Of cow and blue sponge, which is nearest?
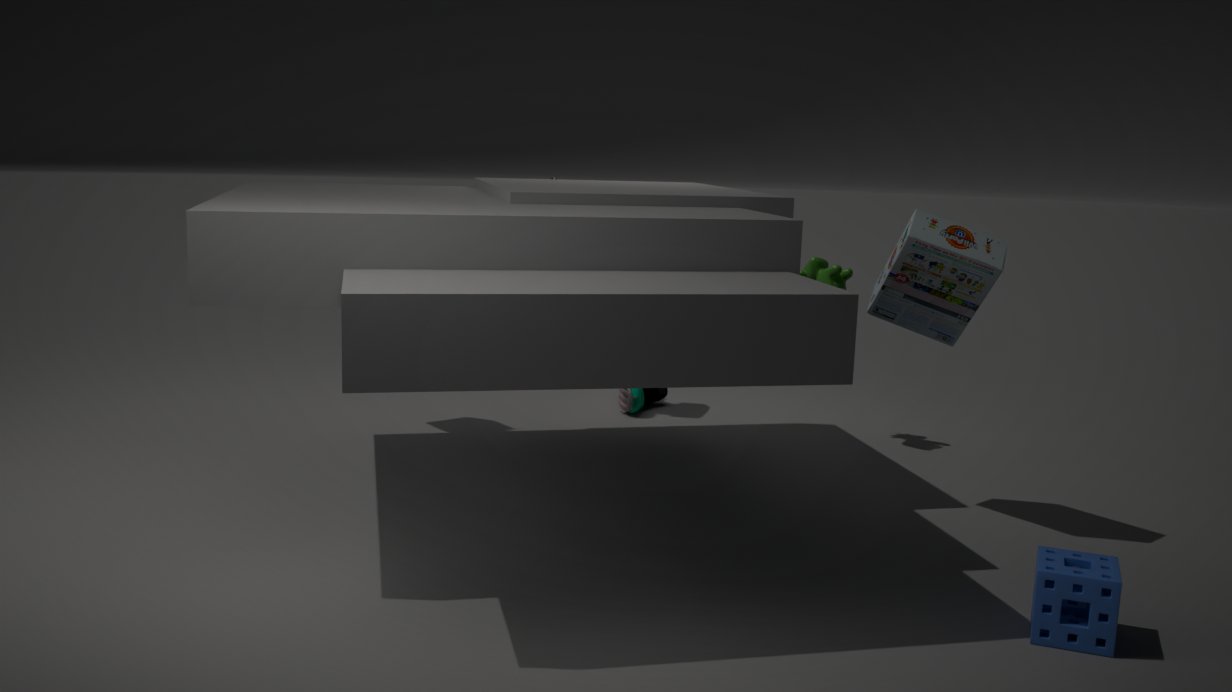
blue sponge
